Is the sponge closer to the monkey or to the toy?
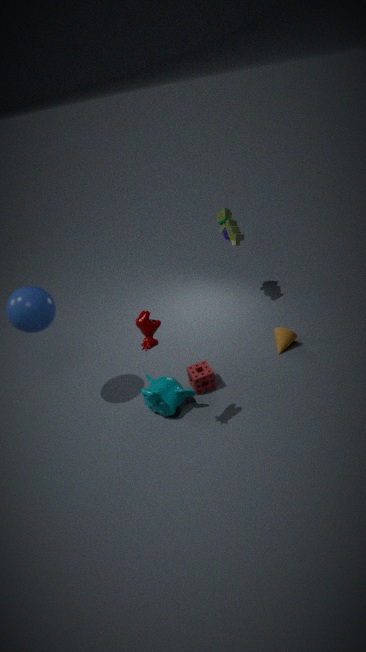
the monkey
